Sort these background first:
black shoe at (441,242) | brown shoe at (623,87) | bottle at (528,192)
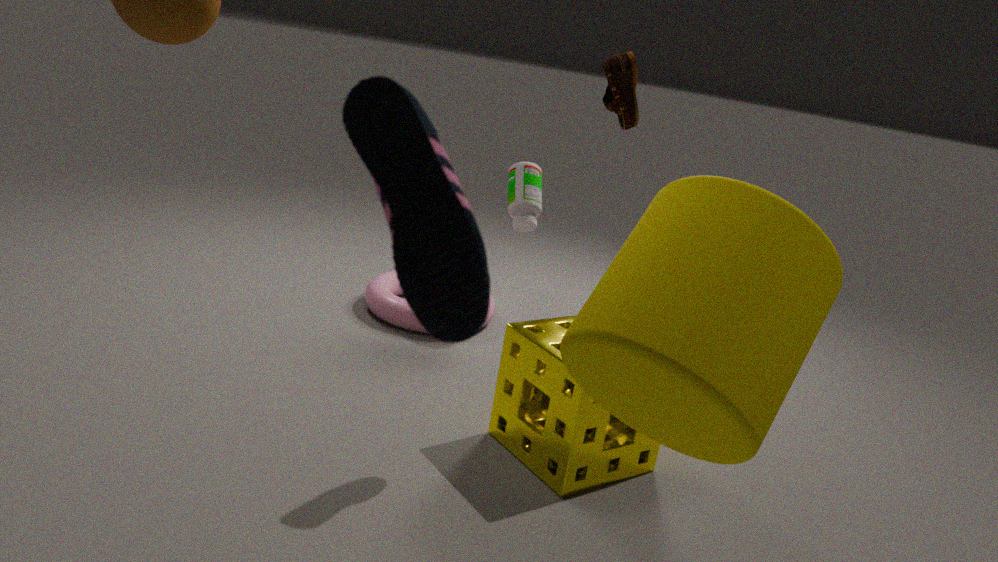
bottle at (528,192), brown shoe at (623,87), black shoe at (441,242)
